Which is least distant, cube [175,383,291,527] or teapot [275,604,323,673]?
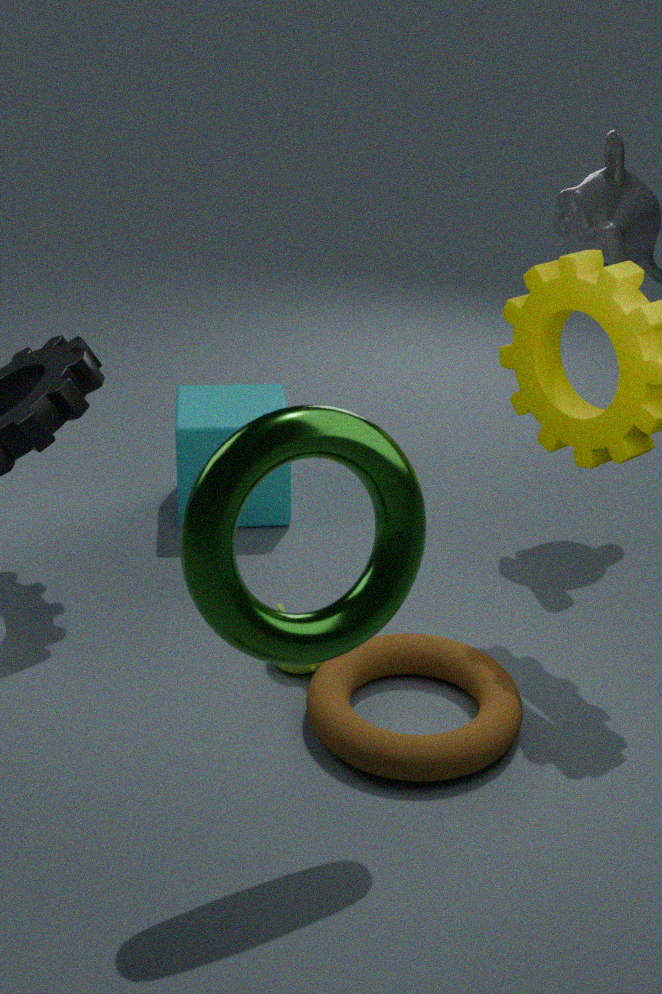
teapot [275,604,323,673]
